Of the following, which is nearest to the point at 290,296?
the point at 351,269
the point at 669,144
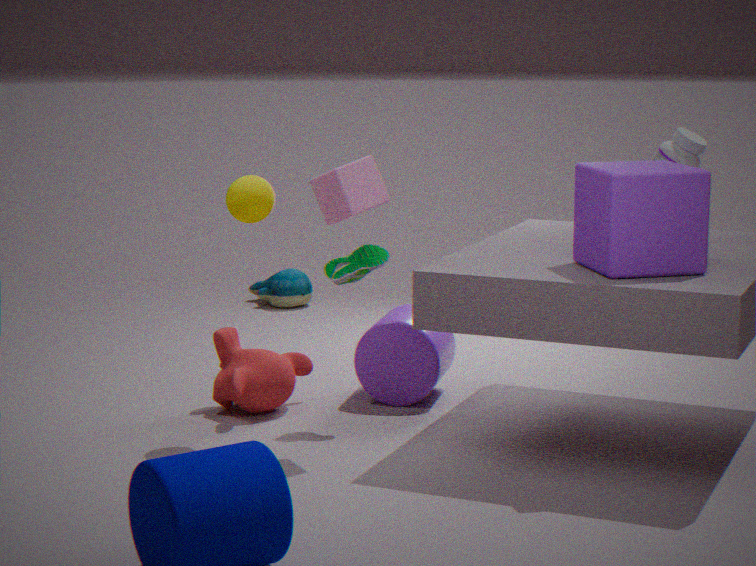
the point at 351,269
